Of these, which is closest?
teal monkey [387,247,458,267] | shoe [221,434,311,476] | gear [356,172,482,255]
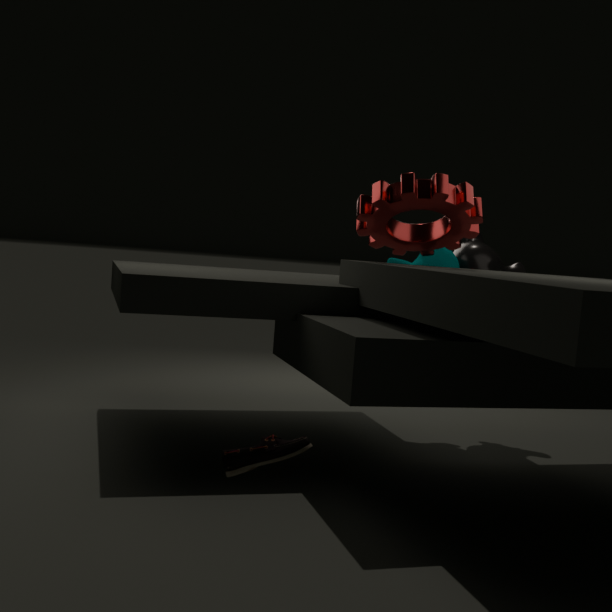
shoe [221,434,311,476]
